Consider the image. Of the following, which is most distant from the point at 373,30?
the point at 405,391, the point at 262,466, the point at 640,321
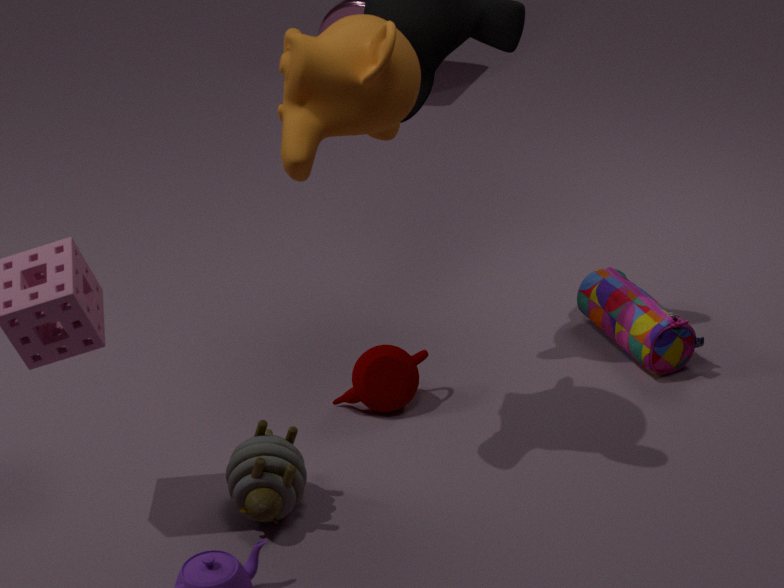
the point at 640,321
